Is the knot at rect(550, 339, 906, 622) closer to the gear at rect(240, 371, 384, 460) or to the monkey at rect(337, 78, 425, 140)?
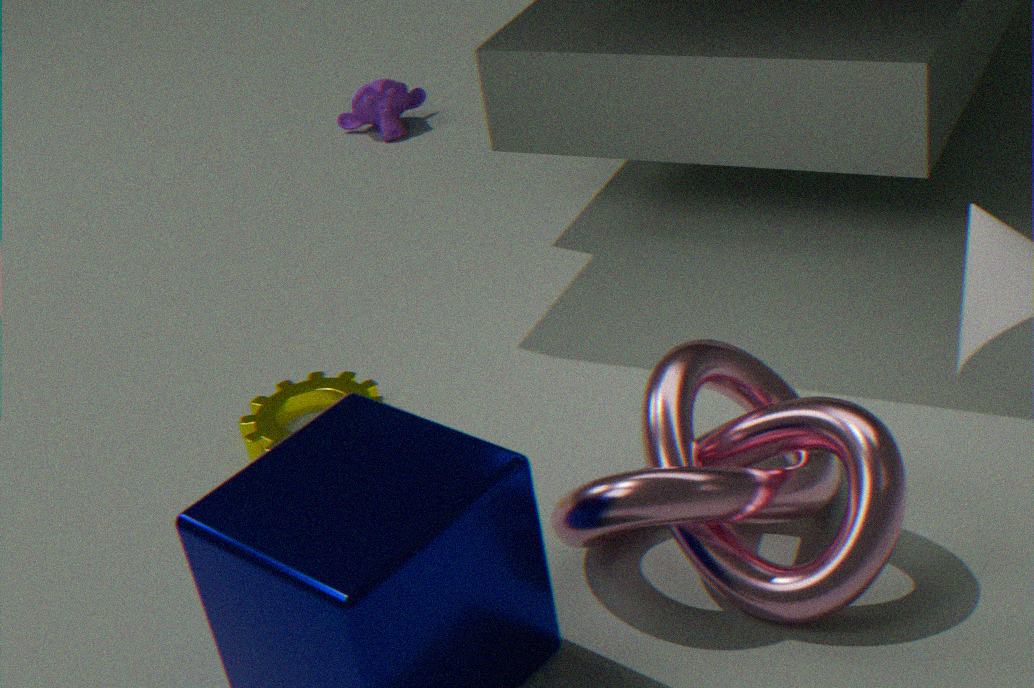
the gear at rect(240, 371, 384, 460)
